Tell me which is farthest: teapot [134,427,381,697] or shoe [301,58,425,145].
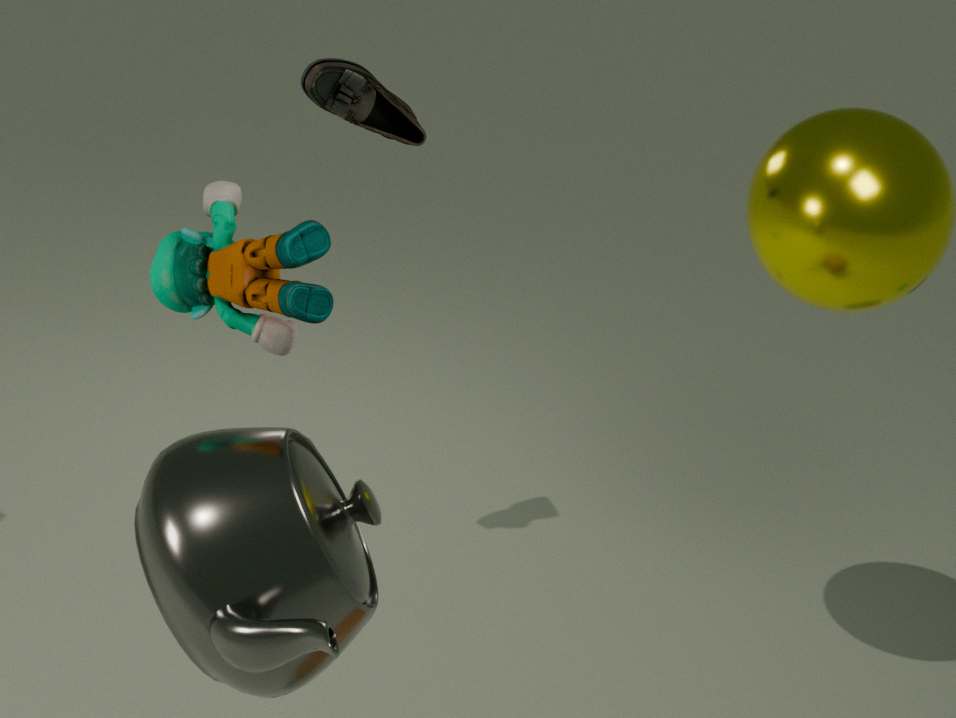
shoe [301,58,425,145]
